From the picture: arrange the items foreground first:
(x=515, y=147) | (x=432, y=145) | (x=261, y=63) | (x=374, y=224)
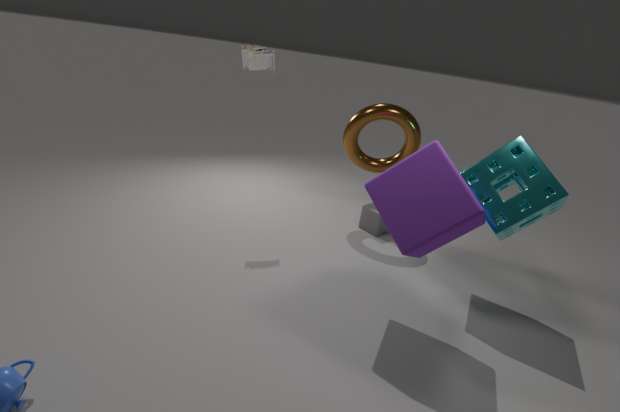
(x=432, y=145), (x=515, y=147), (x=261, y=63), (x=374, y=224)
